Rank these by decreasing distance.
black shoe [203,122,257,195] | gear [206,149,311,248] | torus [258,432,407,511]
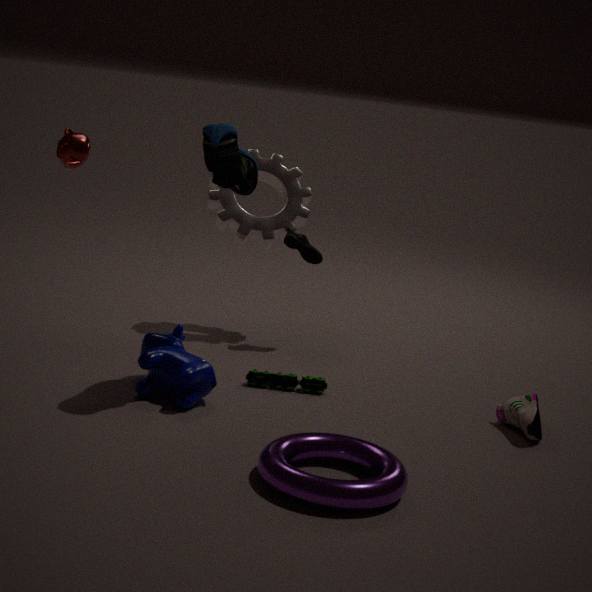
1. gear [206,149,311,248]
2. black shoe [203,122,257,195]
3. torus [258,432,407,511]
